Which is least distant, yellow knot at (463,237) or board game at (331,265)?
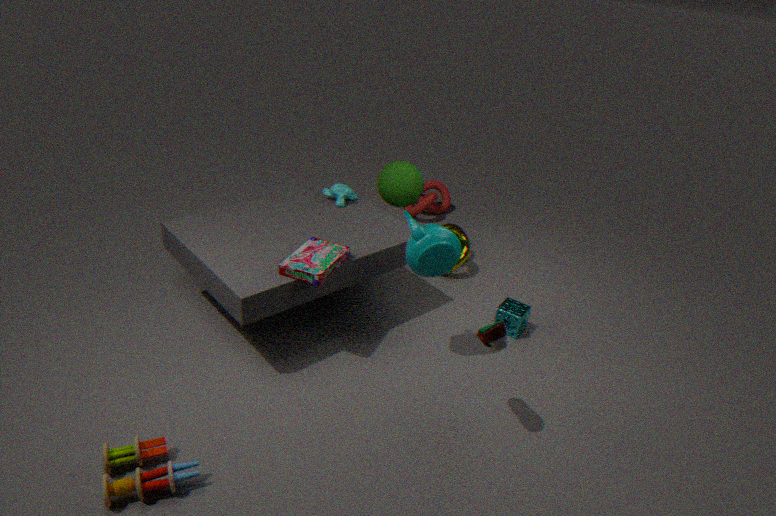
board game at (331,265)
